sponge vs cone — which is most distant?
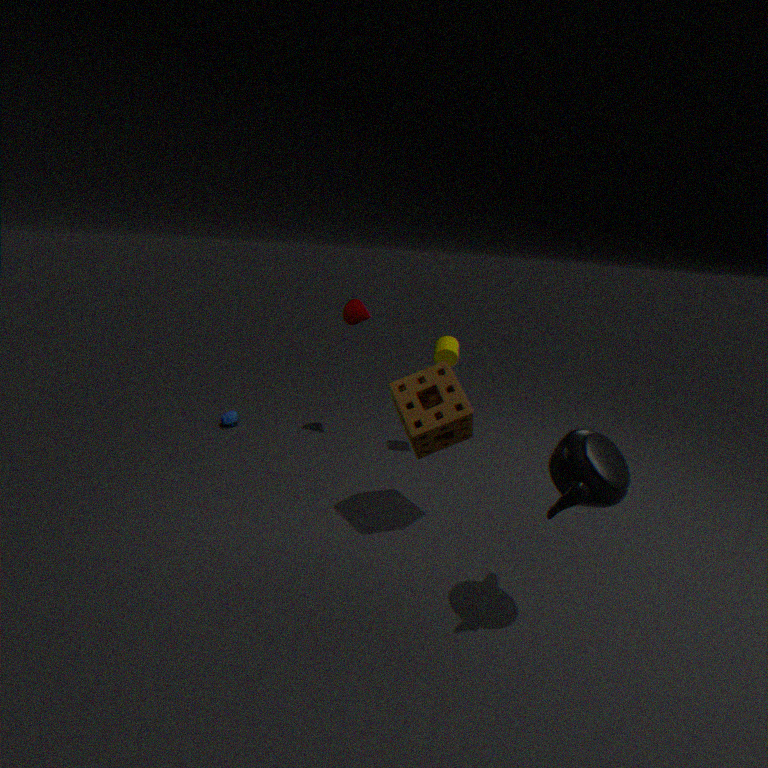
cone
